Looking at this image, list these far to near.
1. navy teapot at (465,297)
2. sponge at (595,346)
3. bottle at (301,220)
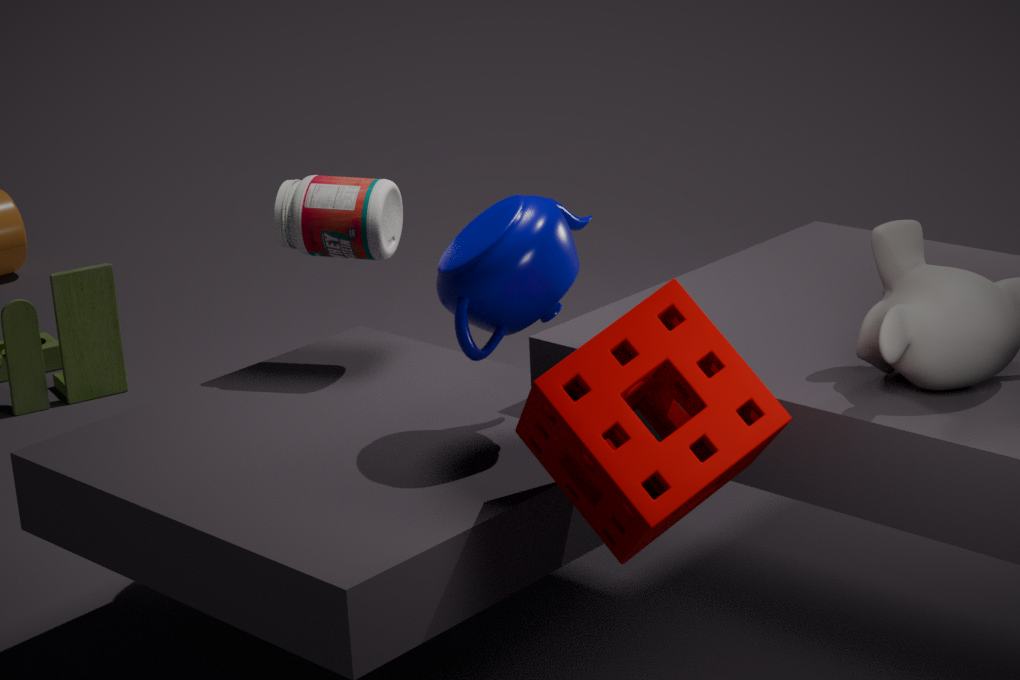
bottle at (301,220), navy teapot at (465,297), sponge at (595,346)
